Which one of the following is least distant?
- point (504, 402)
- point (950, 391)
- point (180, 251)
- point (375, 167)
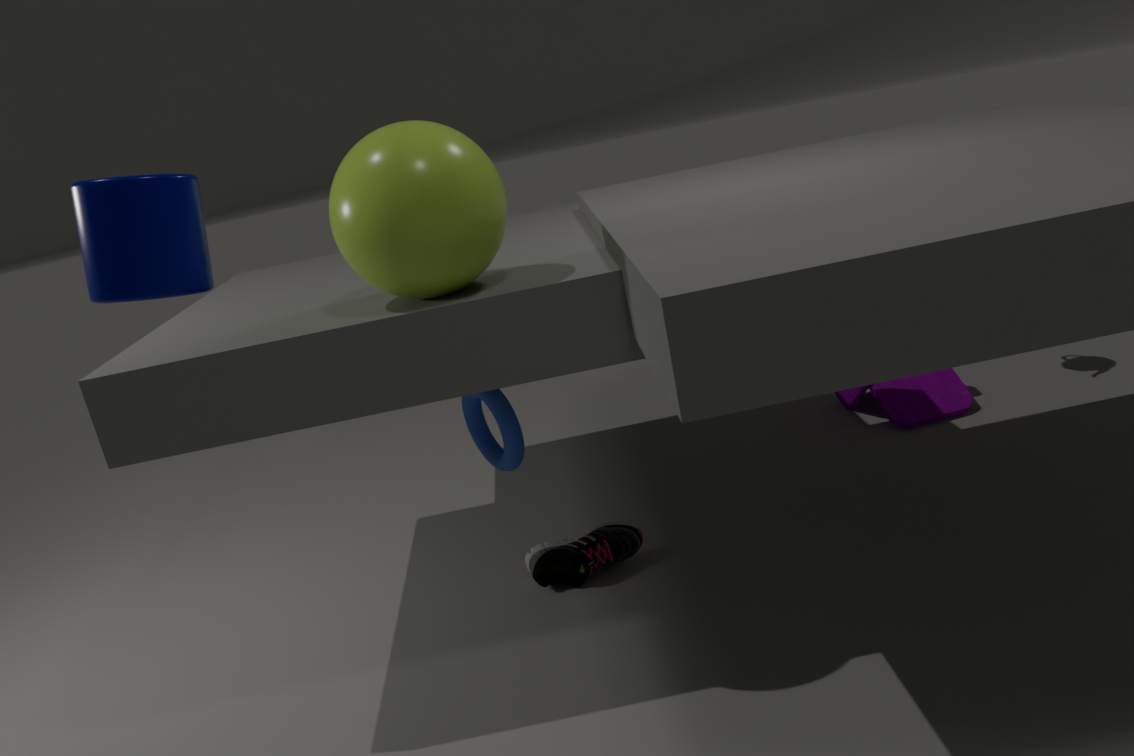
point (180, 251)
